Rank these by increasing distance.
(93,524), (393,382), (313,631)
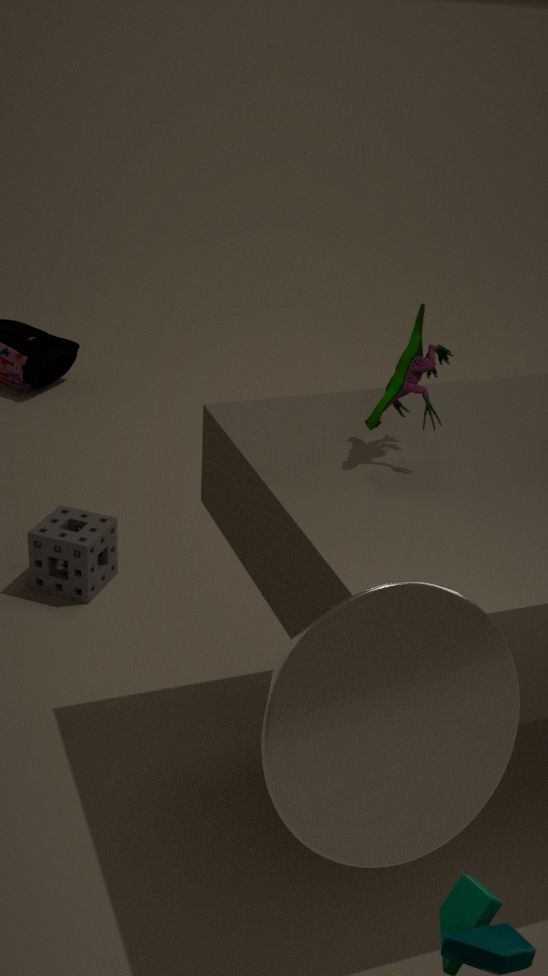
1. (313,631)
2. (393,382)
3. (93,524)
